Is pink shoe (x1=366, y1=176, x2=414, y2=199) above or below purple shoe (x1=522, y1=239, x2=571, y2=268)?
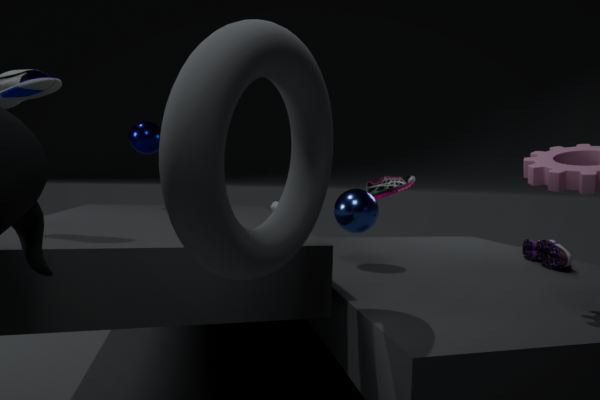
above
